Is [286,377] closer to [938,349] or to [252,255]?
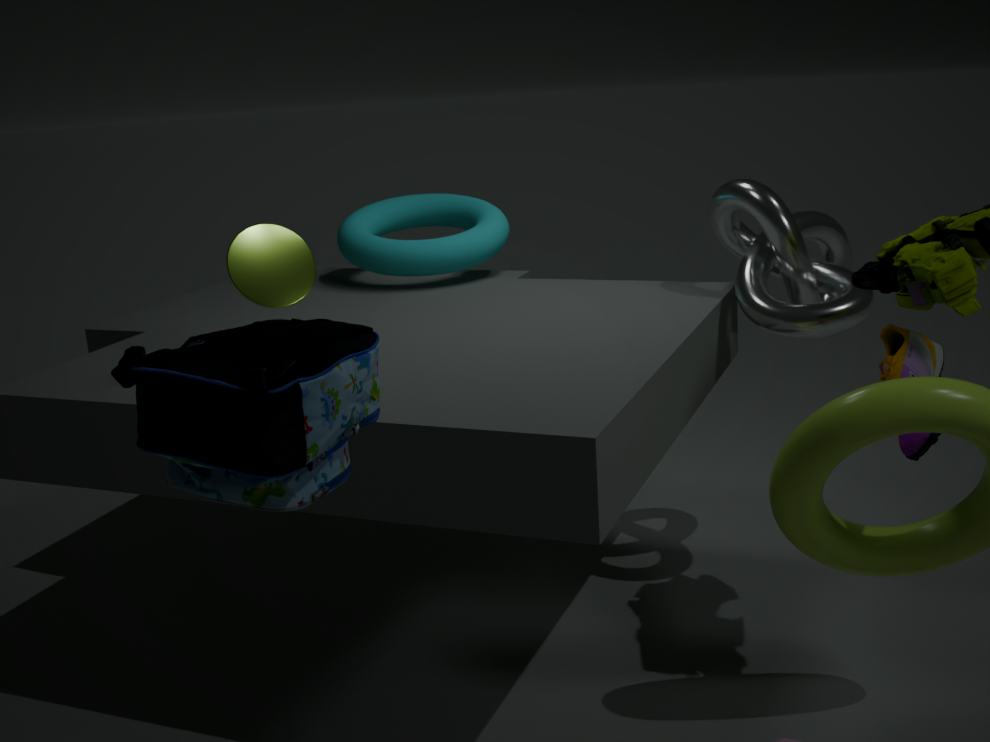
[252,255]
